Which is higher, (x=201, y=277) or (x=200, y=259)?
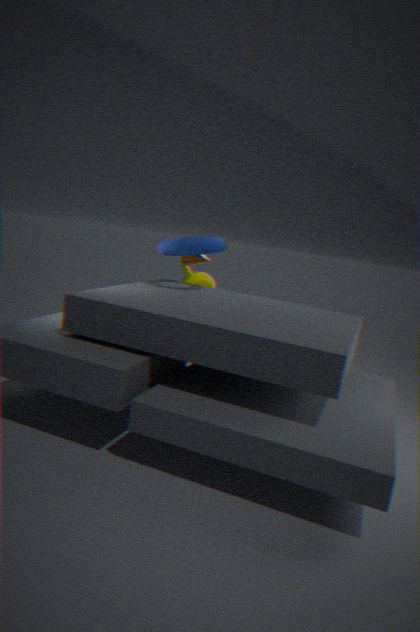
(x=200, y=259)
